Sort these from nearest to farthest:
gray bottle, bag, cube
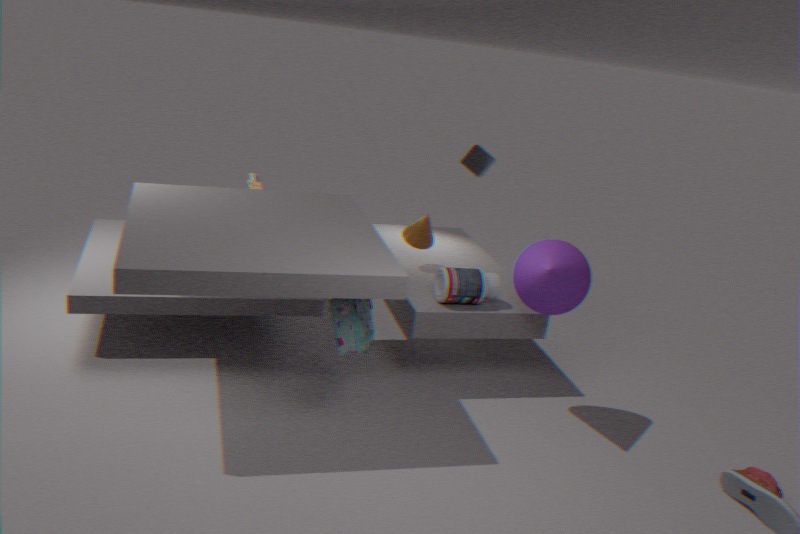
bag
gray bottle
cube
